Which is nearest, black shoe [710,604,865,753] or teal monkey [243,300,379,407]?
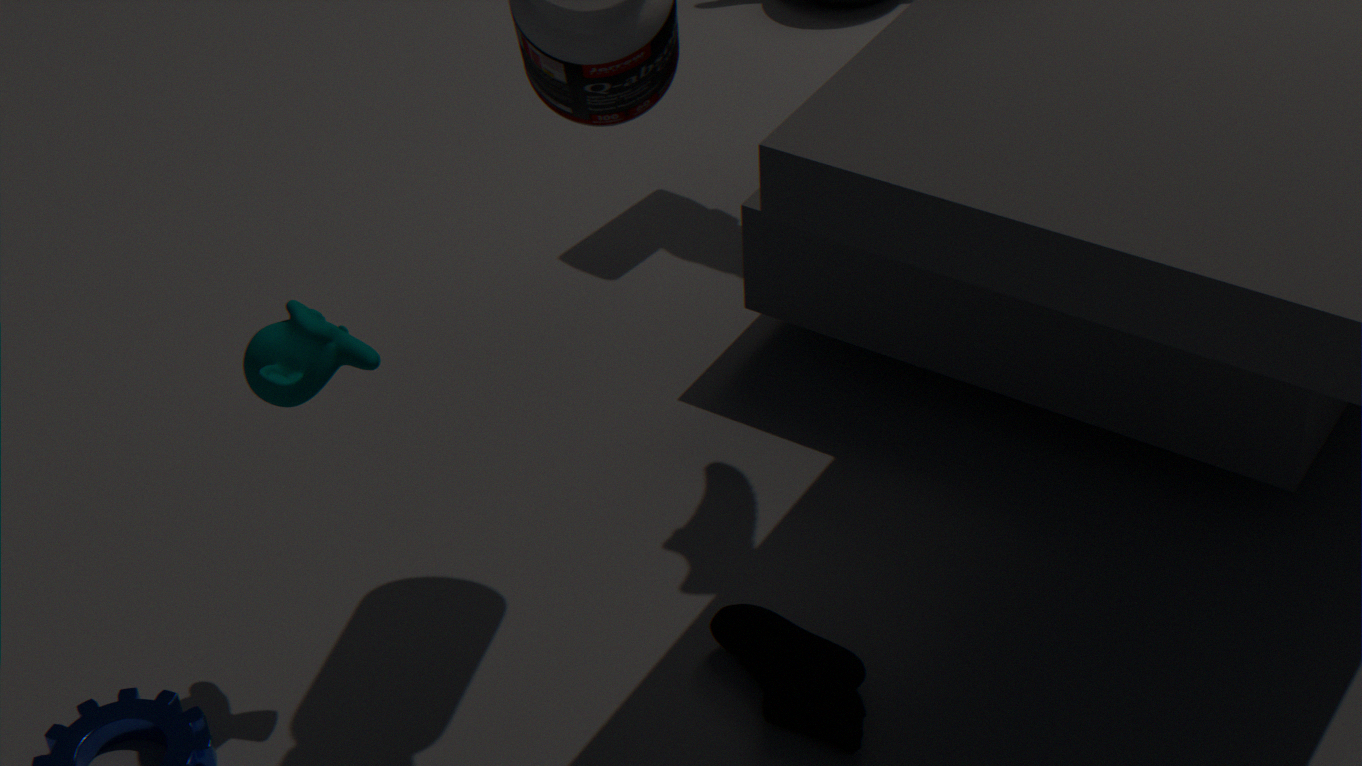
teal monkey [243,300,379,407]
